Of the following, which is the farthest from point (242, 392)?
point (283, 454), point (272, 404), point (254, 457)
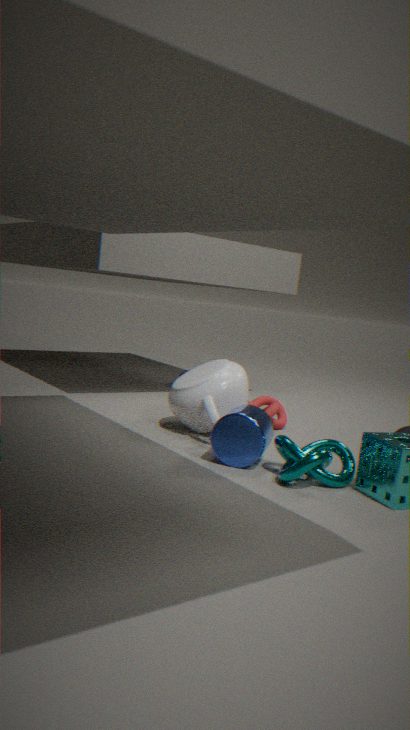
point (283, 454)
